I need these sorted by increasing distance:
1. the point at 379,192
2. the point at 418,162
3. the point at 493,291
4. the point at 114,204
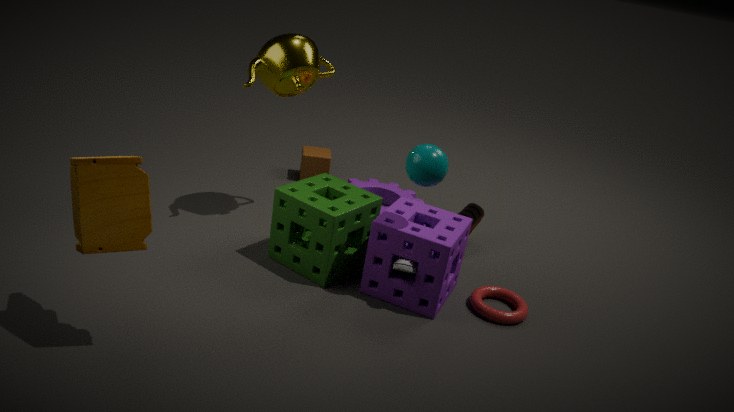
1. the point at 114,204
2. the point at 418,162
3. the point at 493,291
4. the point at 379,192
